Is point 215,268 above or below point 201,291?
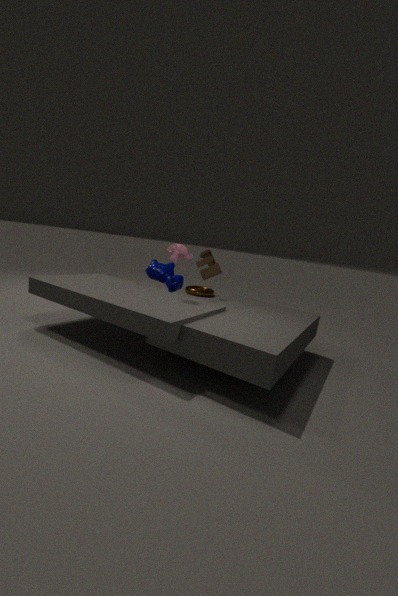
above
